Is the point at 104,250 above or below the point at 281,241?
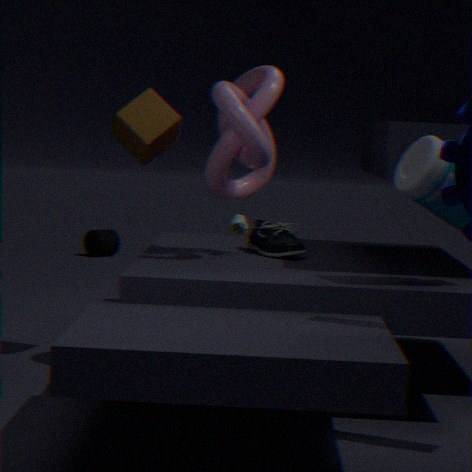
below
